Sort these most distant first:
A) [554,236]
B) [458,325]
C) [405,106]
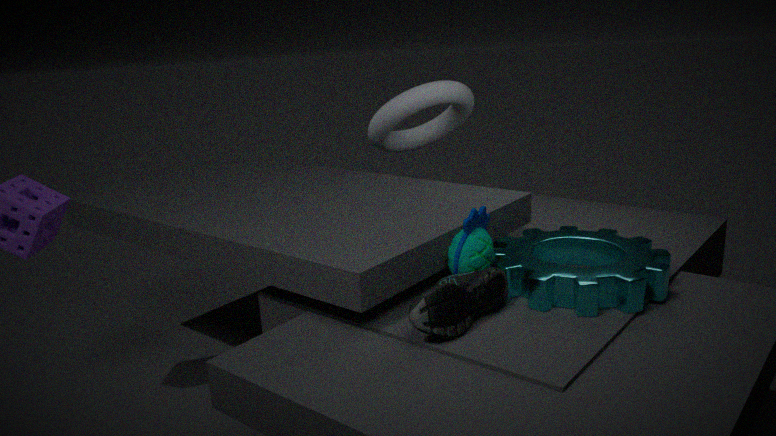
[405,106] → [554,236] → [458,325]
